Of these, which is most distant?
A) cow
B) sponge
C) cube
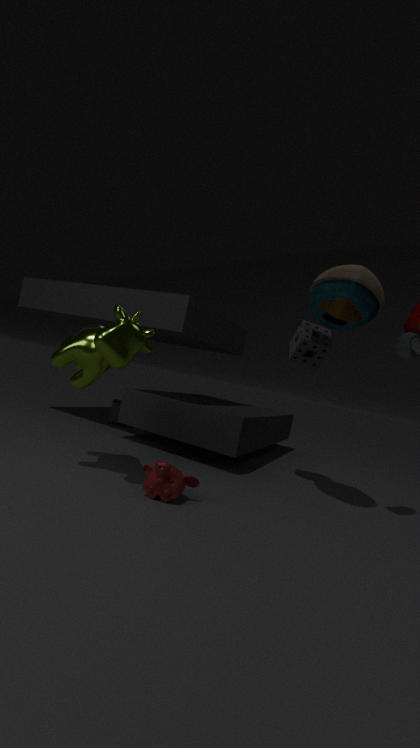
cube
